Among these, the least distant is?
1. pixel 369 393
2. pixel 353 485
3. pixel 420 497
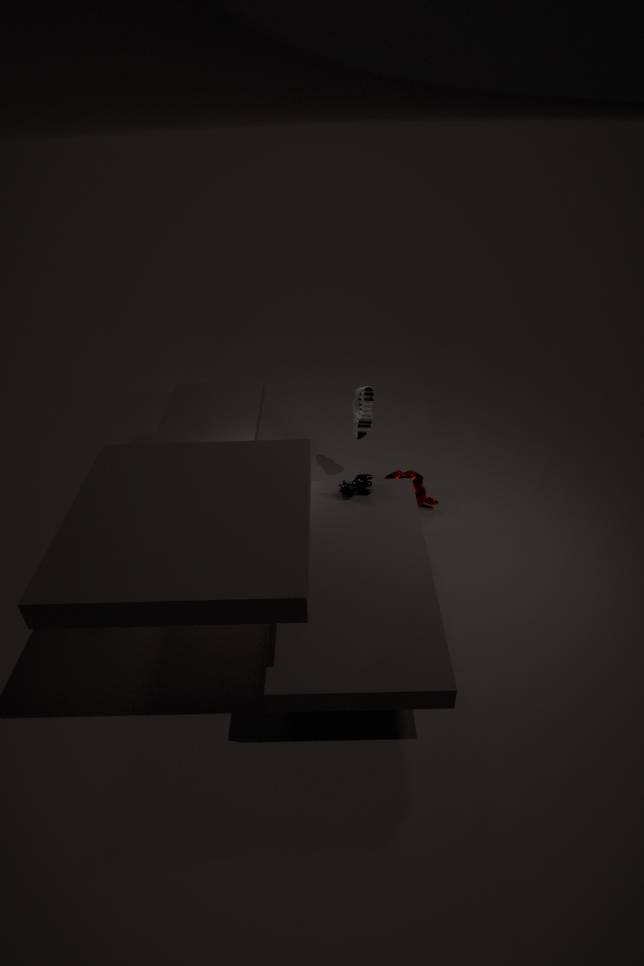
pixel 353 485
